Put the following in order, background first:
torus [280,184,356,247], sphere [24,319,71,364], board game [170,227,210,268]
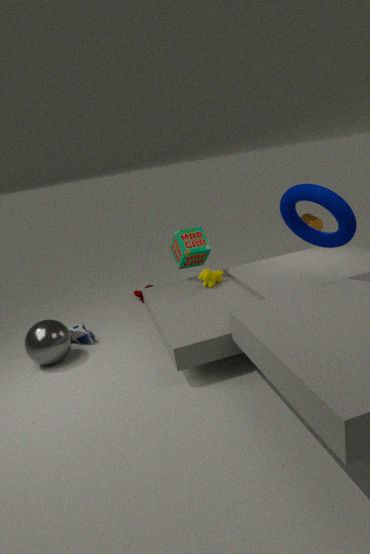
board game [170,227,210,268], sphere [24,319,71,364], torus [280,184,356,247]
